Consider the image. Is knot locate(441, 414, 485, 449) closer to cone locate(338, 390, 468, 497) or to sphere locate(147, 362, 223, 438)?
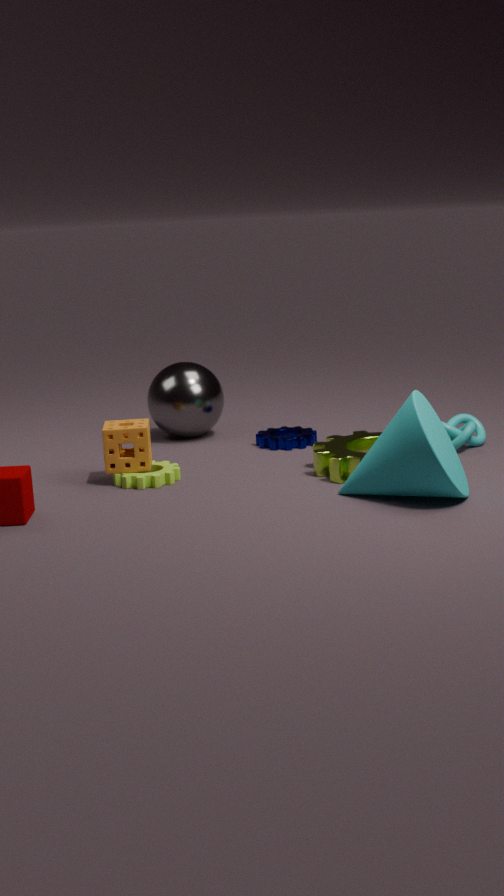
cone locate(338, 390, 468, 497)
